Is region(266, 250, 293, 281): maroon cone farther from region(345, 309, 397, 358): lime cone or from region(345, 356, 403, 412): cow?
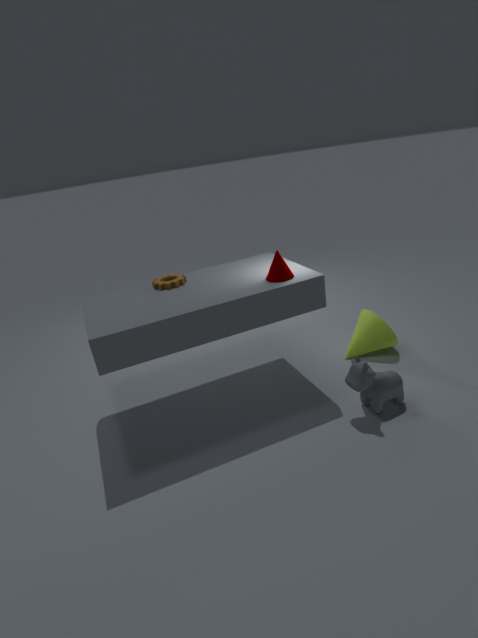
region(345, 309, 397, 358): lime cone
